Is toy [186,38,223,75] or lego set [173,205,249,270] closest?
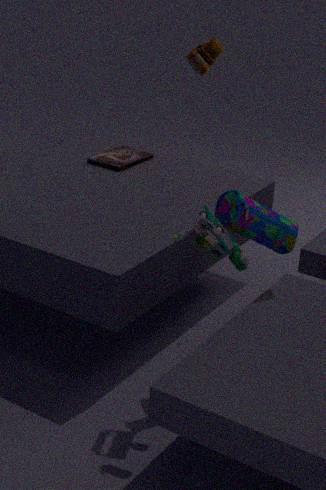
lego set [173,205,249,270]
